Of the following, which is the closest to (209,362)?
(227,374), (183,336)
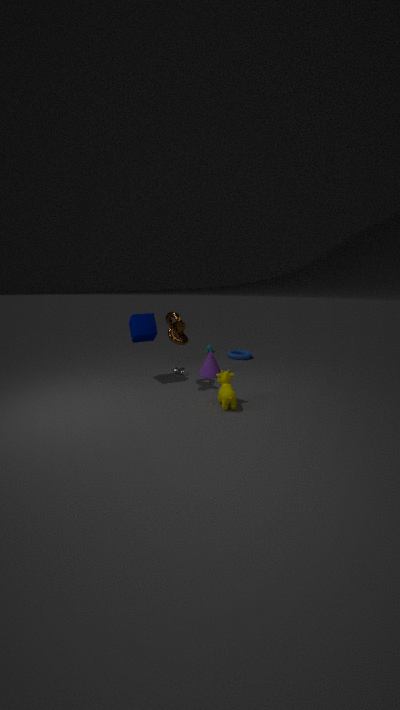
(183,336)
